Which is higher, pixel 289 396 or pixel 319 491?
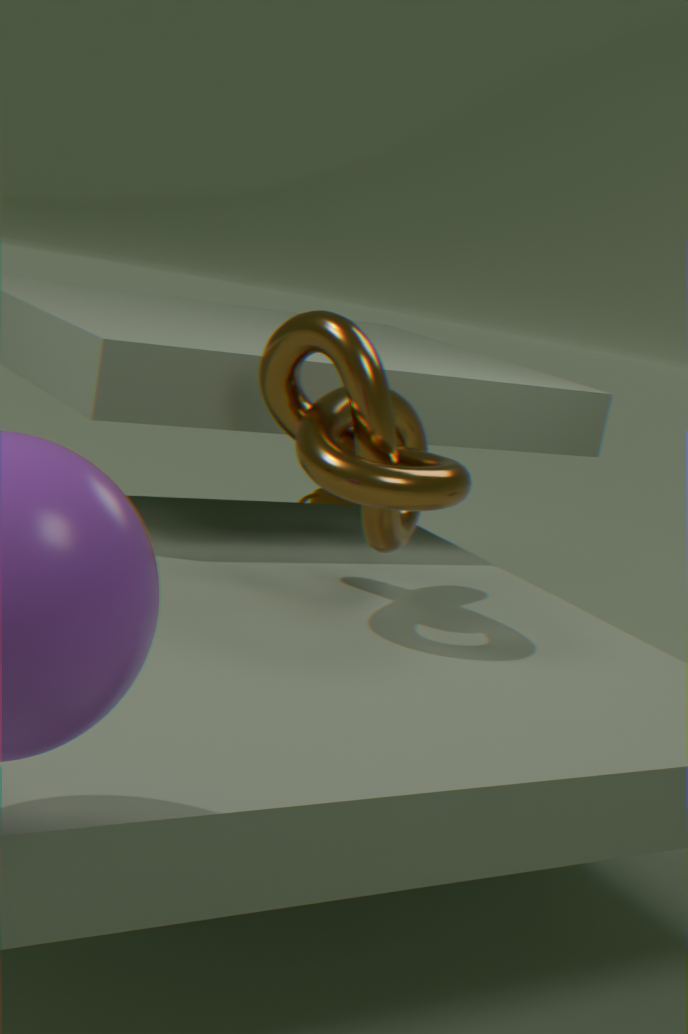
pixel 289 396
